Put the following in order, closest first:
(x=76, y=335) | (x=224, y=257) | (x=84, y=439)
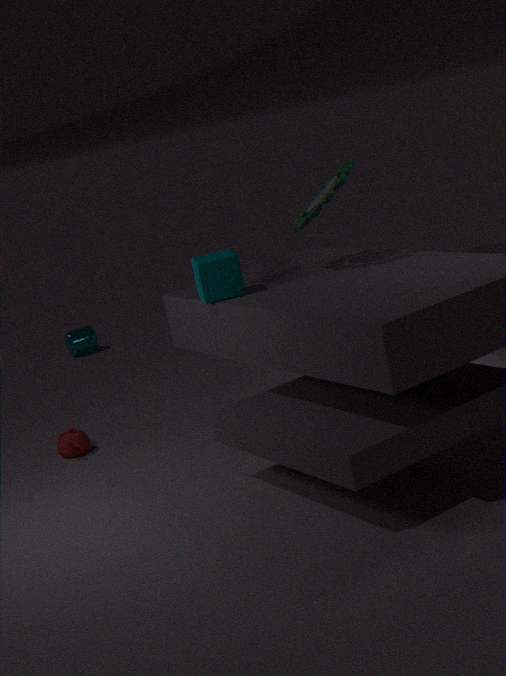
(x=224, y=257) < (x=84, y=439) < (x=76, y=335)
